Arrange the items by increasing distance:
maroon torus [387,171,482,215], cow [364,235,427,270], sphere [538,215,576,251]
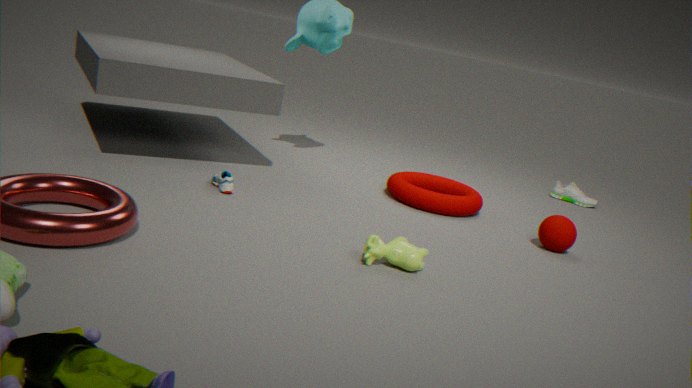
cow [364,235,427,270]
sphere [538,215,576,251]
maroon torus [387,171,482,215]
